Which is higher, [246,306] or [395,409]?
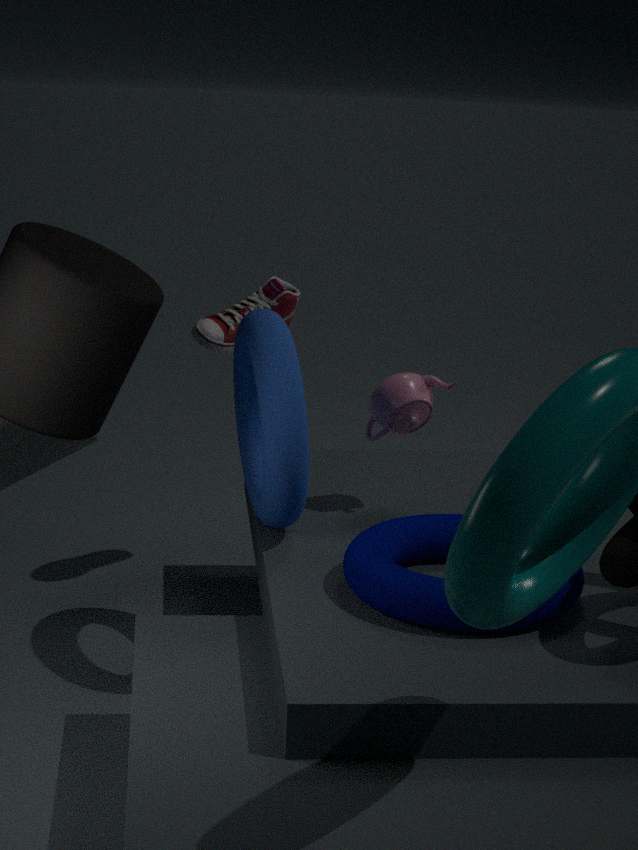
[246,306]
